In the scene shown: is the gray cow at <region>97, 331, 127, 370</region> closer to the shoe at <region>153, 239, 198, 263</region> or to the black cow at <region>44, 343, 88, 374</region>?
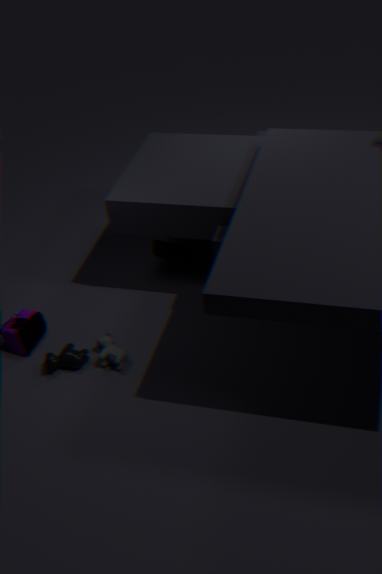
the black cow at <region>44, 343, 88, 374</region>
